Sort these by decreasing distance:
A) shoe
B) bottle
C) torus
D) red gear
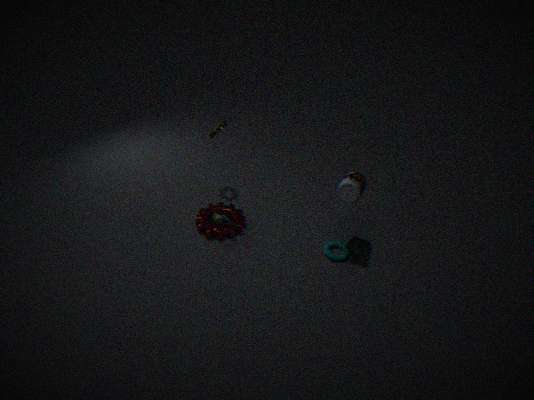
shoe → red gear → torus → bottle
